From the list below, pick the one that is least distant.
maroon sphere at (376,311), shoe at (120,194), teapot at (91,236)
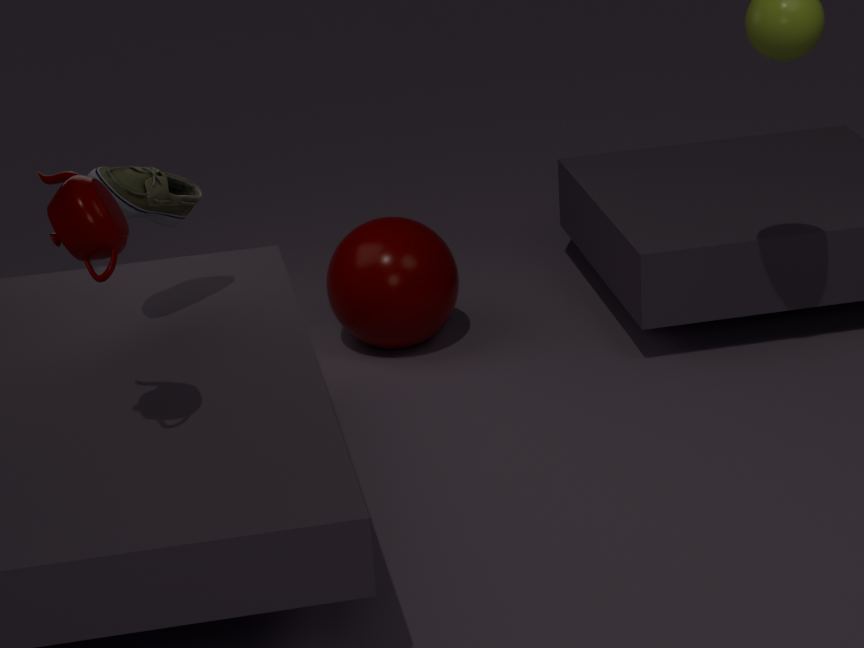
teapot at (91,236)
